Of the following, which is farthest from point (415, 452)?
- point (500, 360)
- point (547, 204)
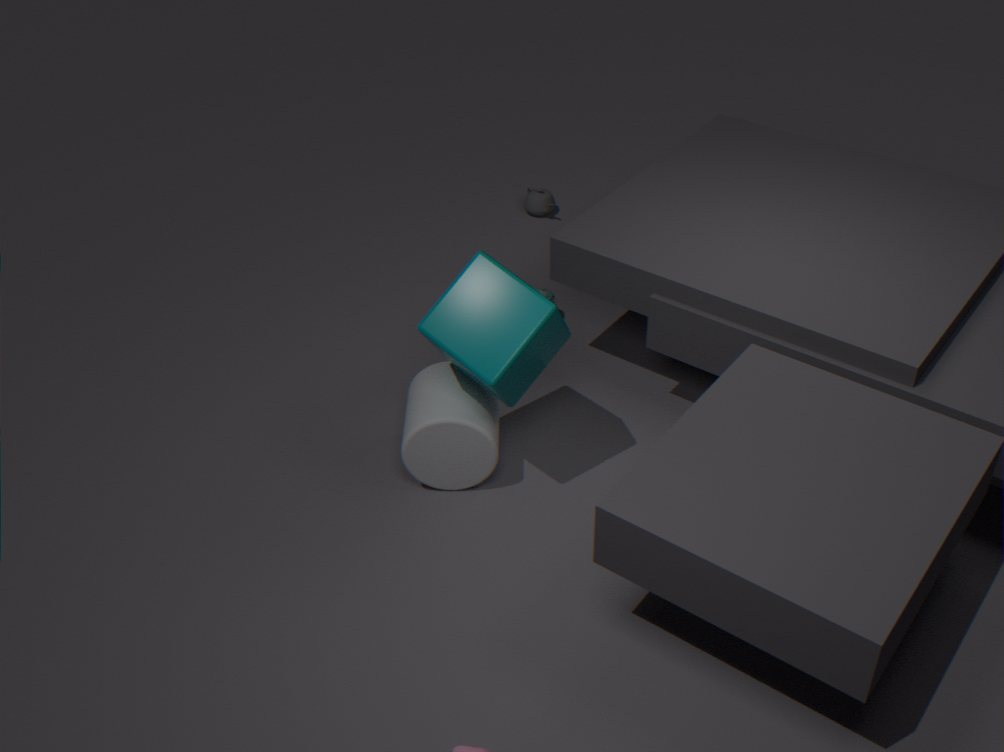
point (547, 204)
